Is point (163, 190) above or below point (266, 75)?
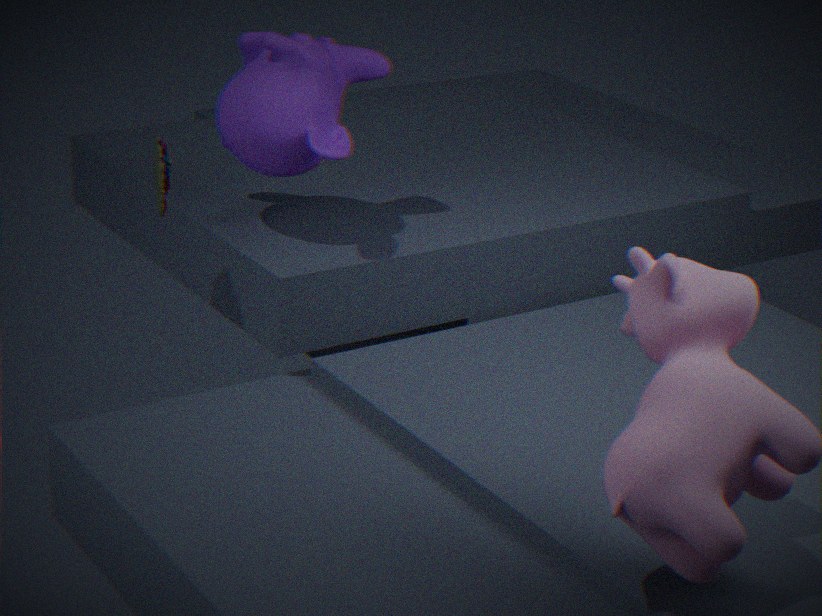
below
